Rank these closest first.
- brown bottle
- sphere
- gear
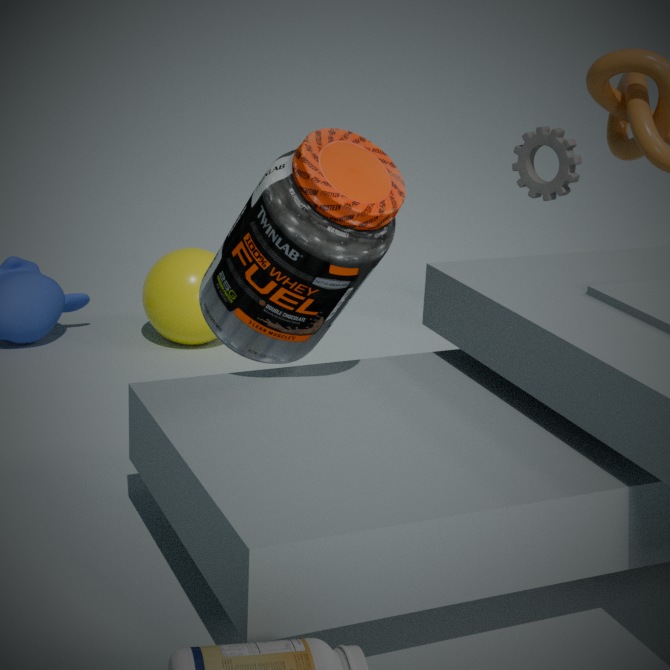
brown bottle → sphere → gear
